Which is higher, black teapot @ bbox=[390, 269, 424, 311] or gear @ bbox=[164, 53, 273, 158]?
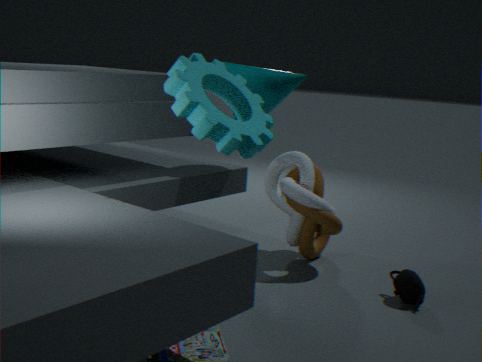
gear @ bbox=[164, 53, 273, 158]
